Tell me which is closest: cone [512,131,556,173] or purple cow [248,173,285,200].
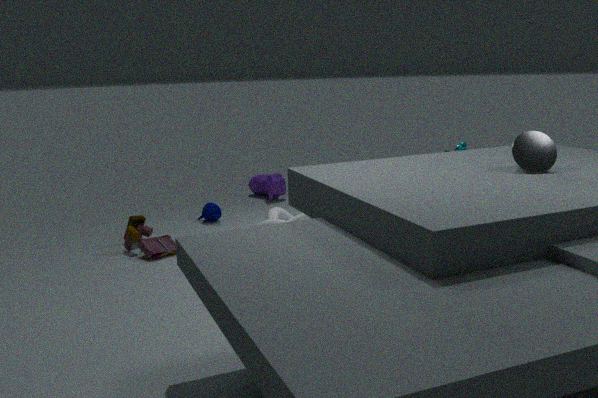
cone [512,131,556,173]
